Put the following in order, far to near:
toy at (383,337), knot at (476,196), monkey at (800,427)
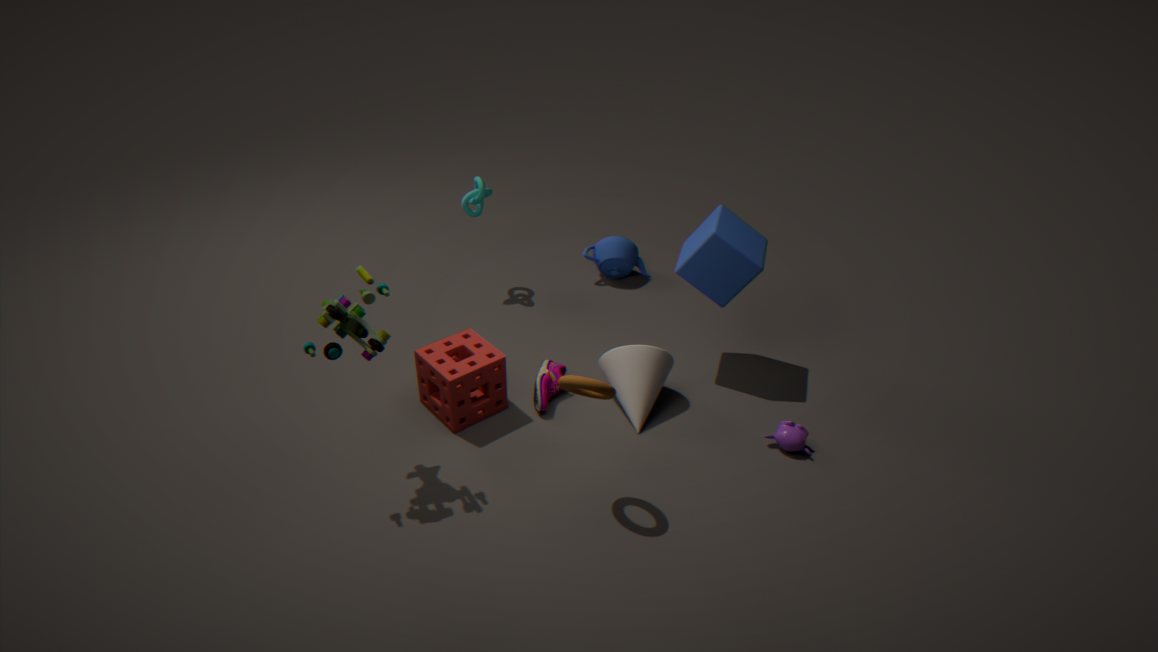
knot at (476,196) → monkey at (800,427) → toy at (383,337)
